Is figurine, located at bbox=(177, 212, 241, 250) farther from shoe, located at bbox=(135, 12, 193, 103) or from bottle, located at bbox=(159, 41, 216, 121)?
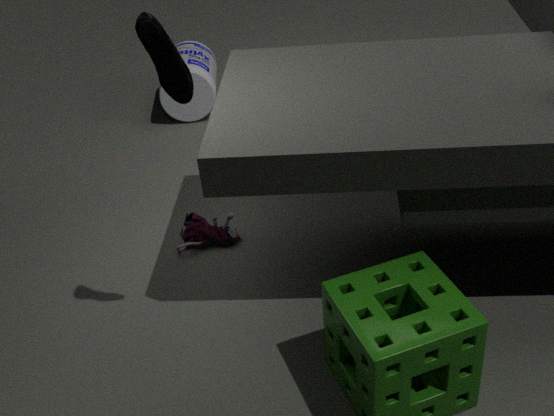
bottle, located at bbox=(159, 41, 216, 121)
